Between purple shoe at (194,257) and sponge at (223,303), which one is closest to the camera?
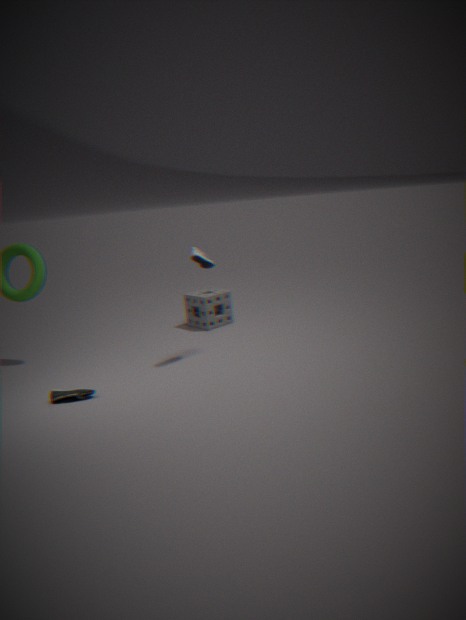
purple shoe at (194,257)
